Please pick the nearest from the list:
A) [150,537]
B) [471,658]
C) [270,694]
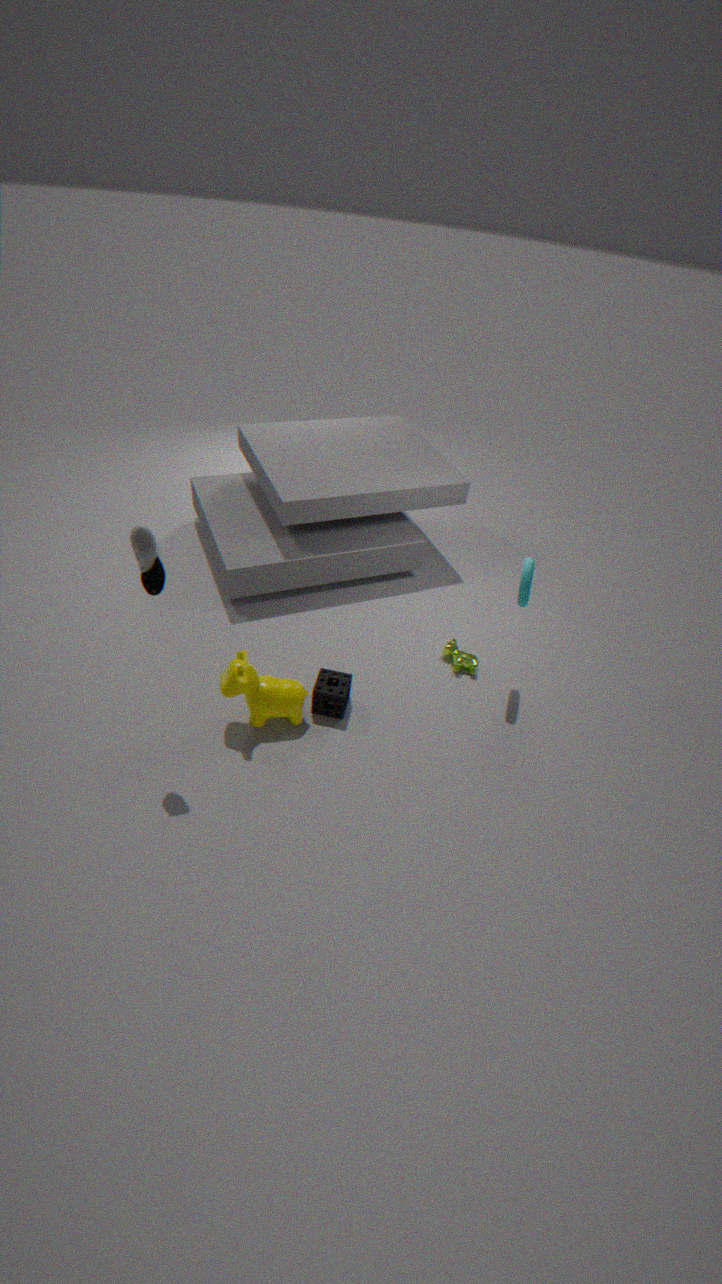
[150,537]
